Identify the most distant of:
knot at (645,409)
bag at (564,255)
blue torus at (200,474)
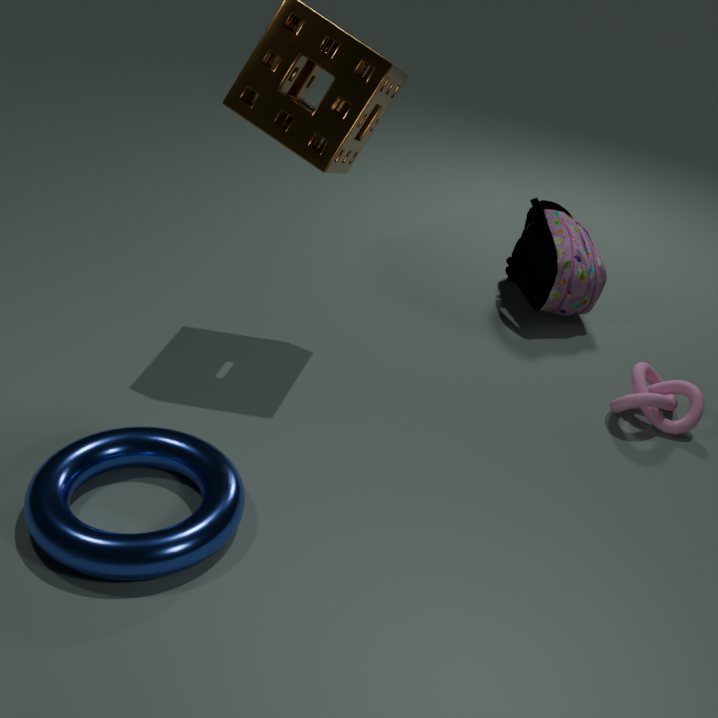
bag at (564,255)
